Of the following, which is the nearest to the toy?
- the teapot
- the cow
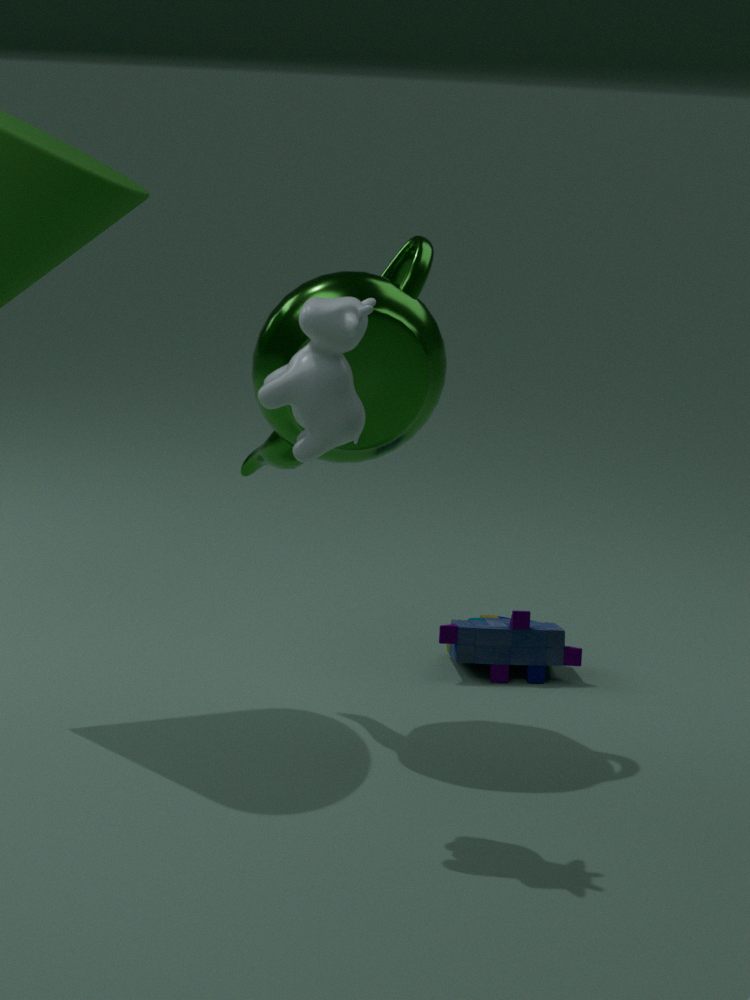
the teapot
